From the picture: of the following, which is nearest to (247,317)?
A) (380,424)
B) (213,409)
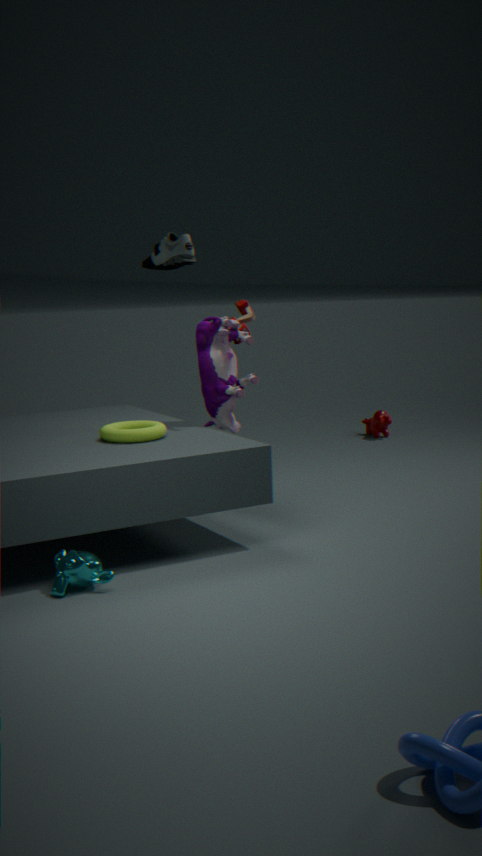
(213,409)
